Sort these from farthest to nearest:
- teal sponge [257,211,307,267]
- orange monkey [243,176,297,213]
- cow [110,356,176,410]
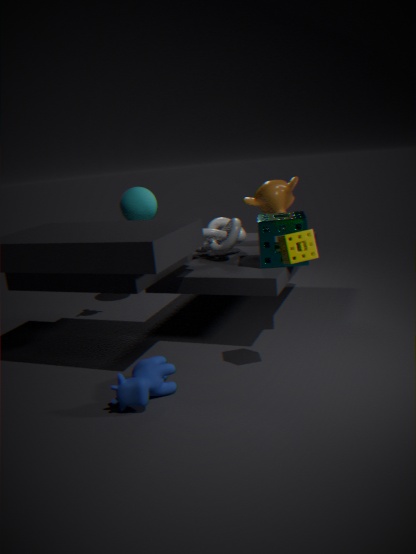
orange monkey [243,176,297,213]
teal sponge [257,211,307,267]
cow [110,356,176,410]
